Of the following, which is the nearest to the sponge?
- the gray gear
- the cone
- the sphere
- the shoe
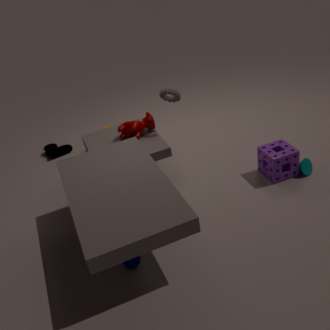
the cone
